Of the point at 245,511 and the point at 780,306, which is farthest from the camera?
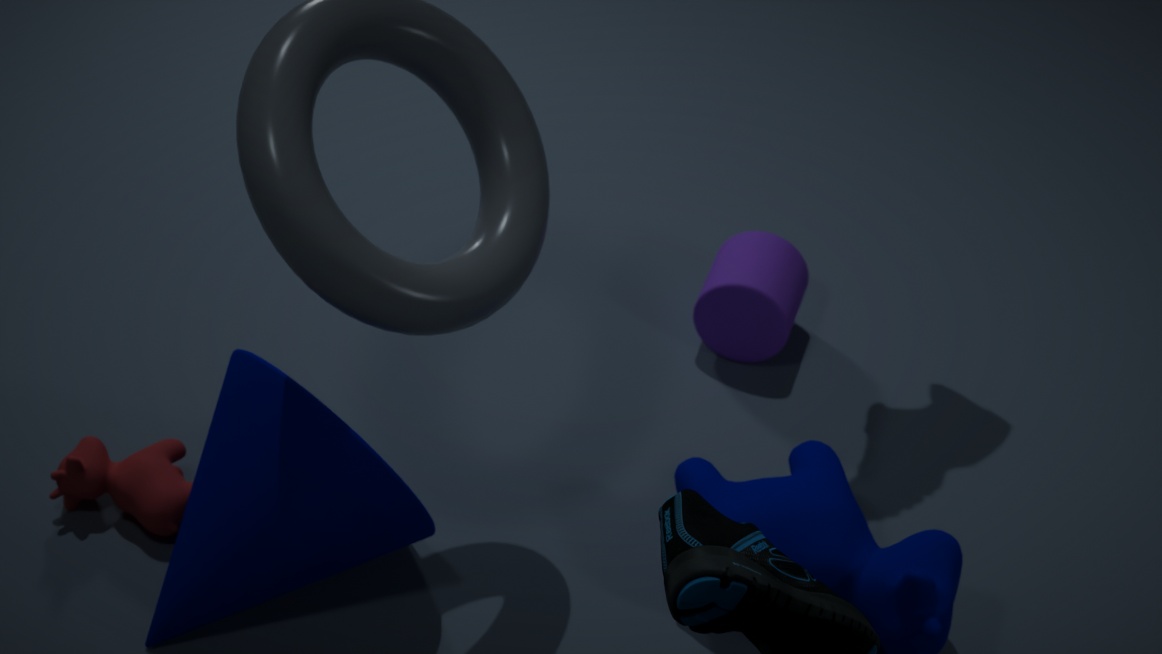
the point at 780,306
